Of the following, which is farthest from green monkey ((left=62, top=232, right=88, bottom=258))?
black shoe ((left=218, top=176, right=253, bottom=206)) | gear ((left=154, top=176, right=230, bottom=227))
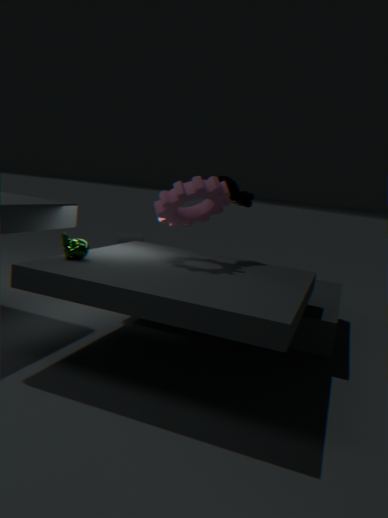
black shoe ((left=218, top=176, right=253, bottom=206))
